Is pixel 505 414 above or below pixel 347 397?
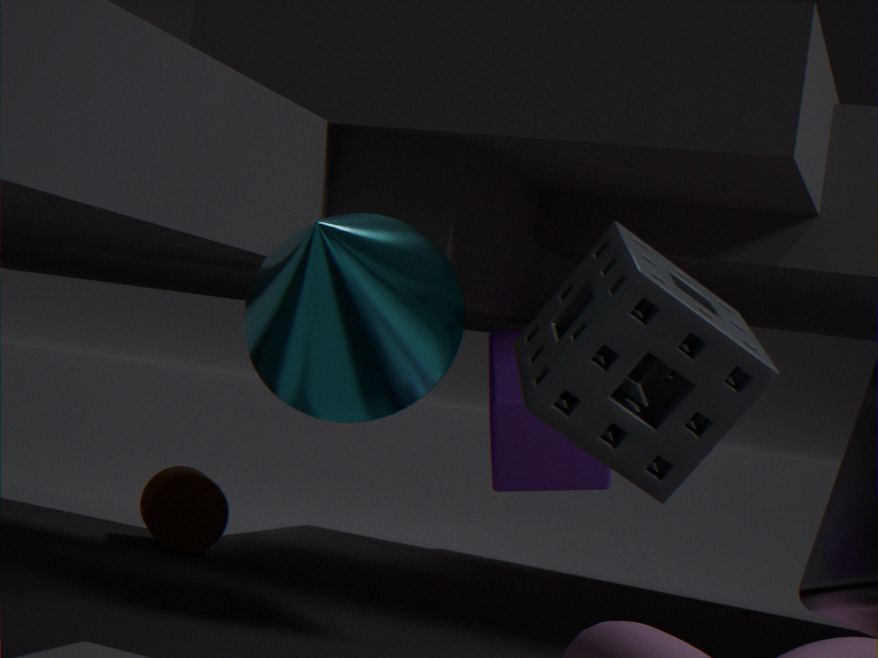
below
